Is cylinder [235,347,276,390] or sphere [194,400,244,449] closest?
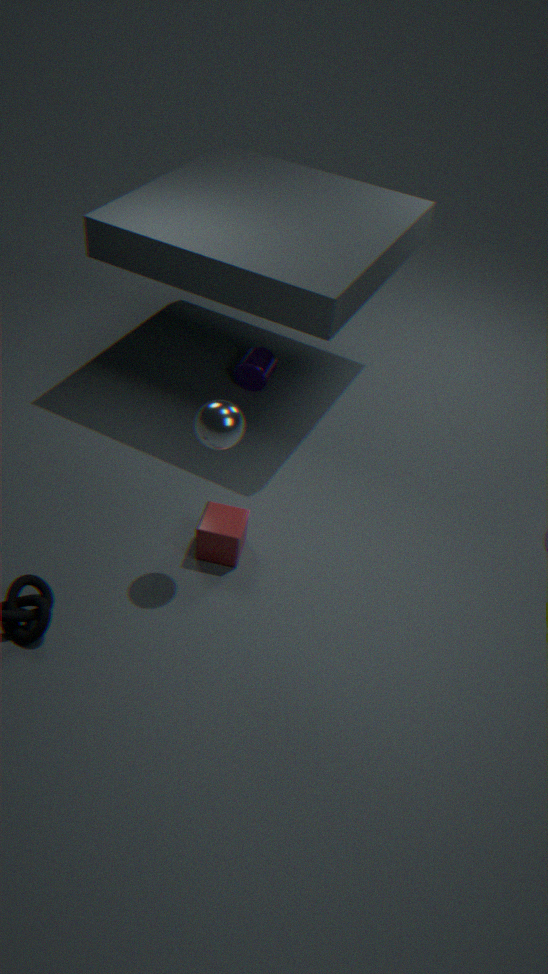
sphere [194,400,244,449]
